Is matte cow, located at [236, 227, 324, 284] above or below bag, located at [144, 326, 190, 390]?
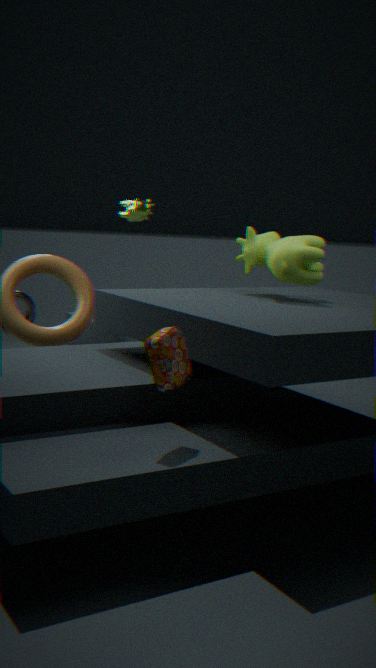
above
